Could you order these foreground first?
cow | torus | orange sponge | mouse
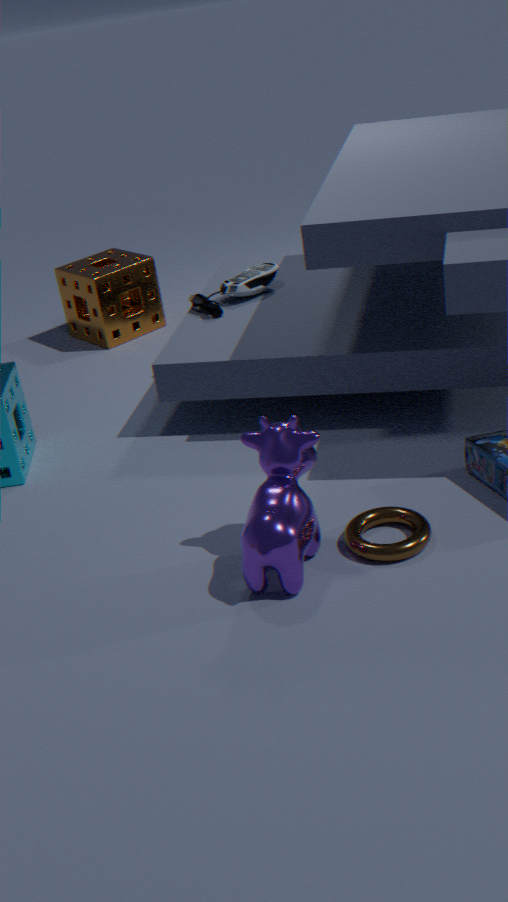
cow
torus
mouse
orange sponge
